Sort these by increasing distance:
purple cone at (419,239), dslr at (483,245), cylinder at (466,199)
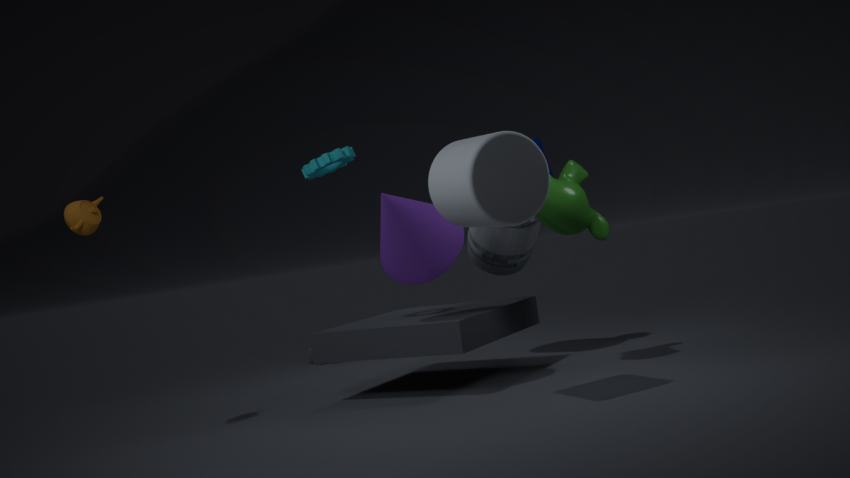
cylinder at (466,199) < purple cone at (419,239) < dslr at (483,245)
